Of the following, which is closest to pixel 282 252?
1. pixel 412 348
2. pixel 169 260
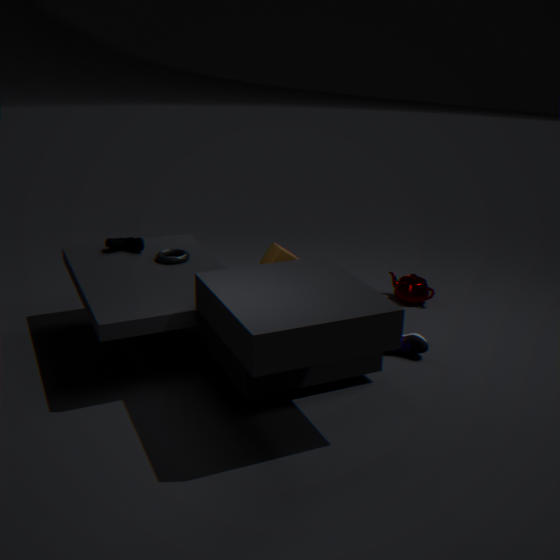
pixel 169 260
